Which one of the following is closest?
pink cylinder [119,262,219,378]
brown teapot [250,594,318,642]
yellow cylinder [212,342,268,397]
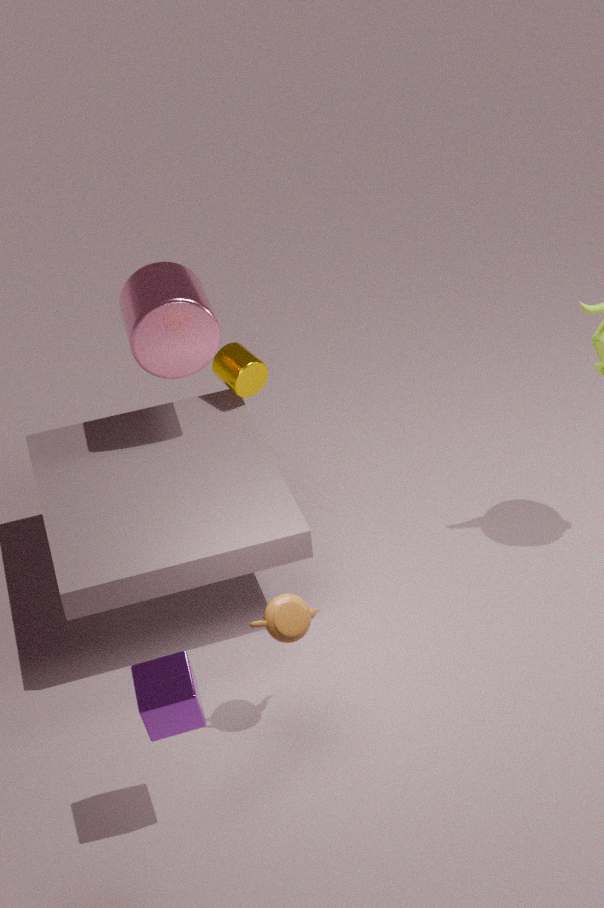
brown teapot [250,594,318,642]
